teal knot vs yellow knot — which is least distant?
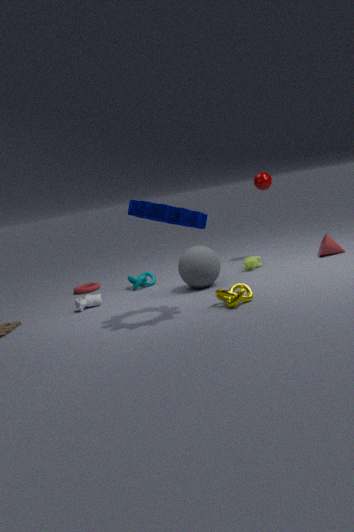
yellow knot
